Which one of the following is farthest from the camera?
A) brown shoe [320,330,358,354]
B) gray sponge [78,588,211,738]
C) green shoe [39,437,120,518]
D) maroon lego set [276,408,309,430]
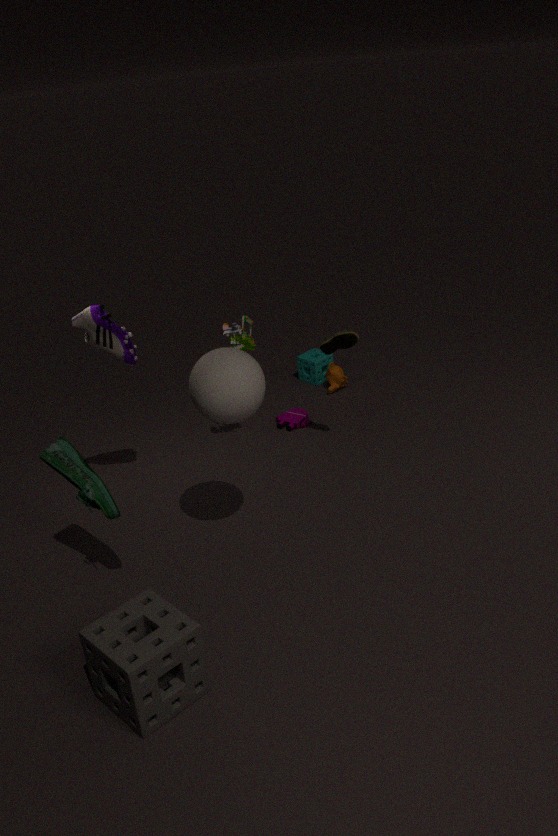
maroon lego set [276,408,309,430]
